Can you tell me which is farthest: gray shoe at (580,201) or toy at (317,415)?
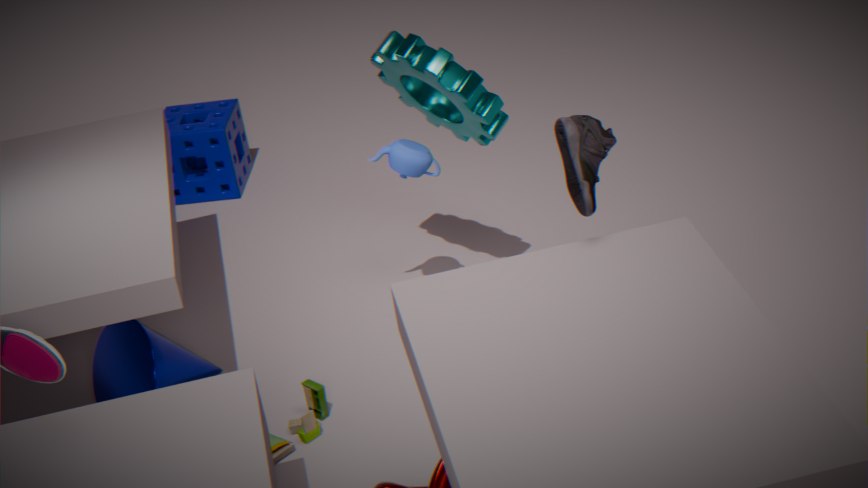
toy at (317,415)
